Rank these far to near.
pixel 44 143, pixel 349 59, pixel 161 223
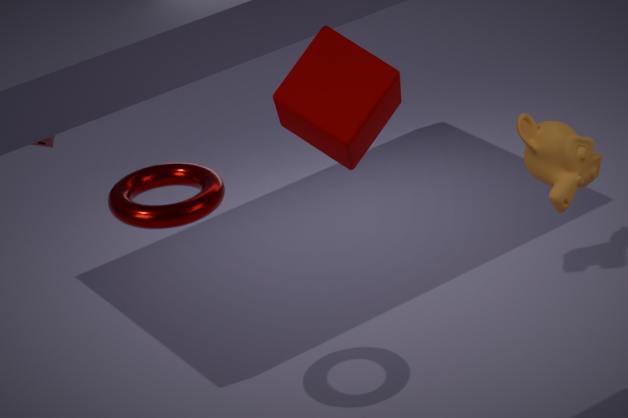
pixel 44 143 < pixel 161 223 < pixel 349 59
